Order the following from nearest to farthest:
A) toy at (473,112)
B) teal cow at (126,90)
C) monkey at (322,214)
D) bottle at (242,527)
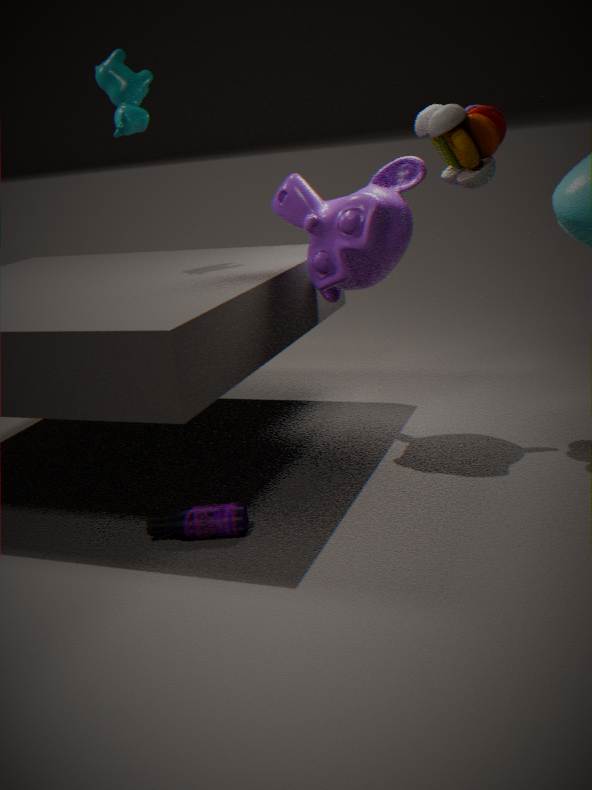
bottle at (242,527) < toy at (473,112) < monkey at (322,214) < teal cow at (126,90)
